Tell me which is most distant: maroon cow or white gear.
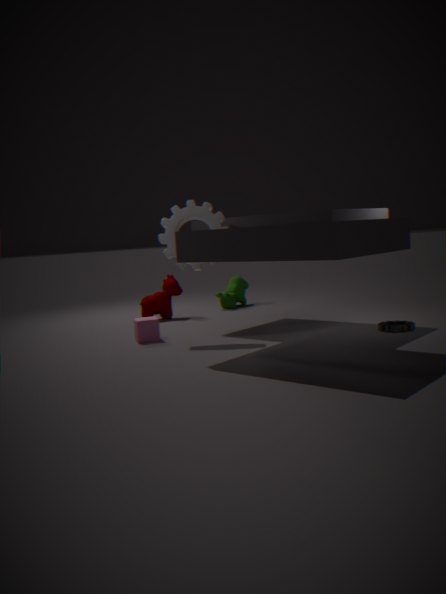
maroon cow
